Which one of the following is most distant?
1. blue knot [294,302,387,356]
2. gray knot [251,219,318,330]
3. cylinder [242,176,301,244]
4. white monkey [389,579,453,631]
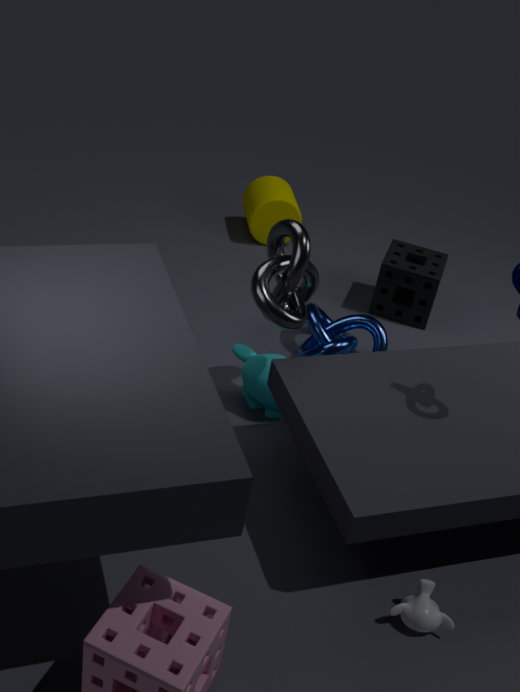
cylinder [242,176,301,244]
